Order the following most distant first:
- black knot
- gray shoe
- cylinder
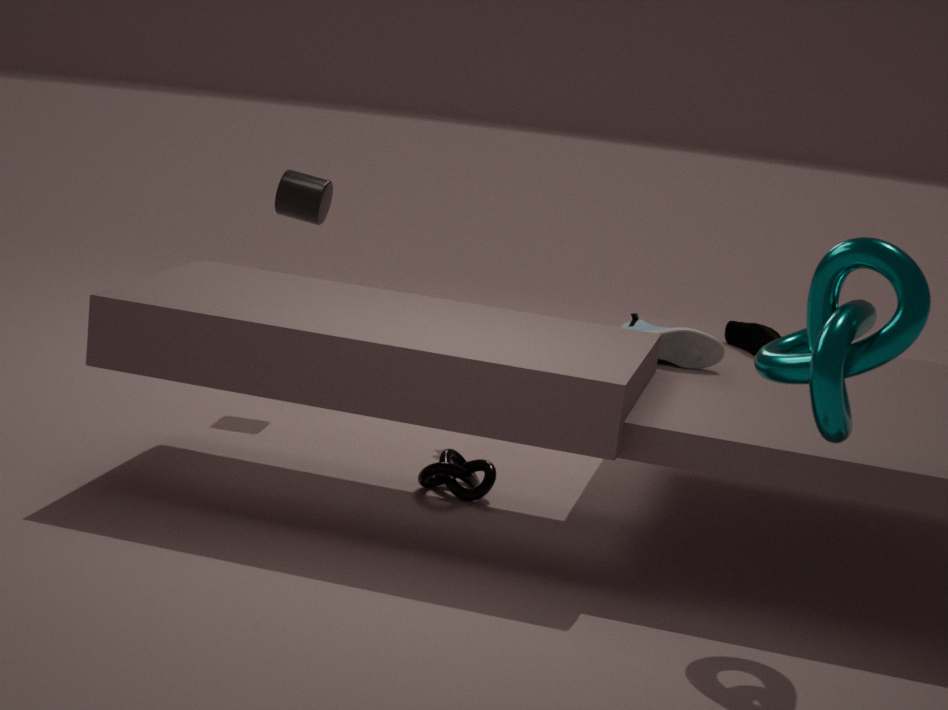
cylinder < gray shoe < black knot
